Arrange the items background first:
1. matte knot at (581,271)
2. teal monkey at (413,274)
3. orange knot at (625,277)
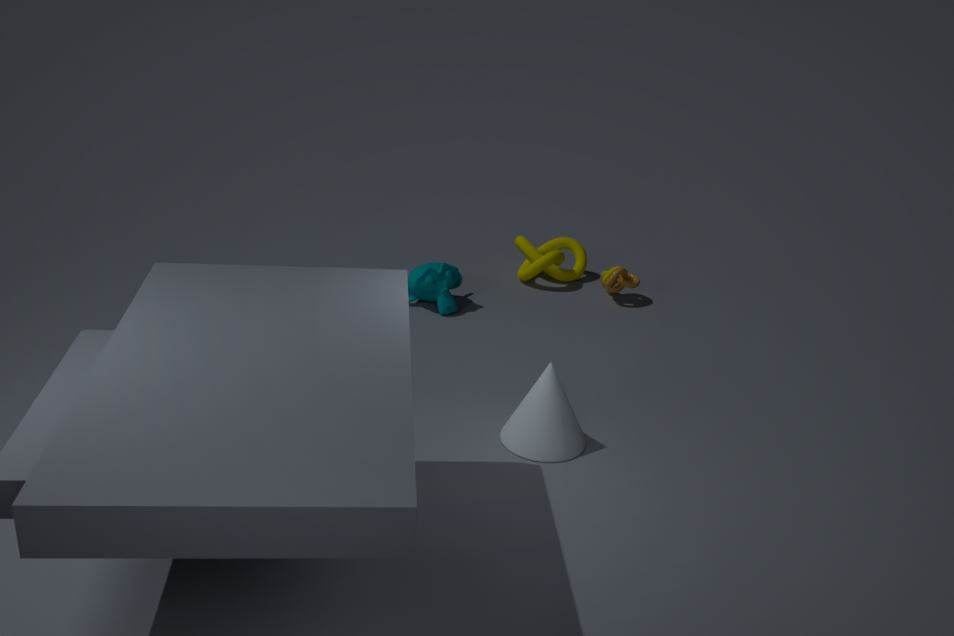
matte knot at (581,271)
orange knot at (625,277)
teal monkey at (413,274)
